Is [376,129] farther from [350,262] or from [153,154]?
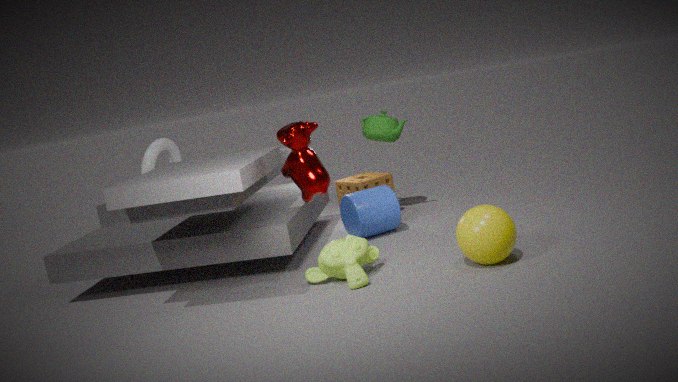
[153,154]
